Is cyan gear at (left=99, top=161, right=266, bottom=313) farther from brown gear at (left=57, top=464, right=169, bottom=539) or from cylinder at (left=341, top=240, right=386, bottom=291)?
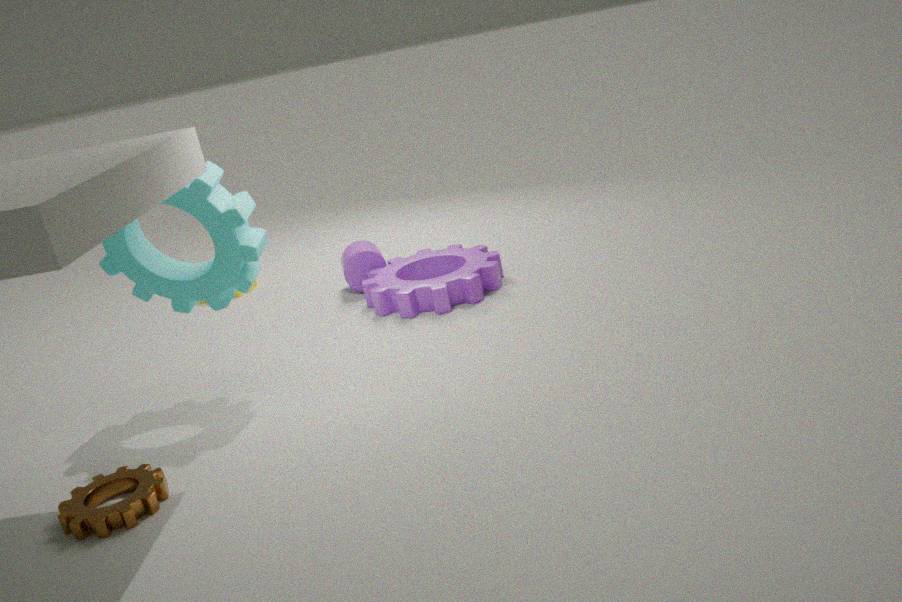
cylinder at (left=341, top=240, right=386, bottom=291)
